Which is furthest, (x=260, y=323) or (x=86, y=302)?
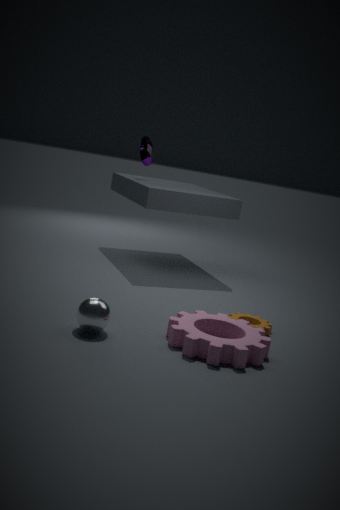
(x=260, y=323)
